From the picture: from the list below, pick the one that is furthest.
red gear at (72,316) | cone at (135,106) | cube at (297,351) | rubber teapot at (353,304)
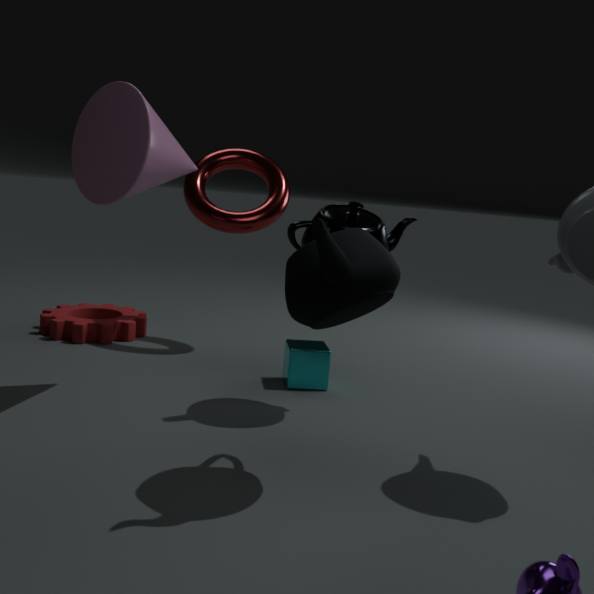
red gear at (72,316)
